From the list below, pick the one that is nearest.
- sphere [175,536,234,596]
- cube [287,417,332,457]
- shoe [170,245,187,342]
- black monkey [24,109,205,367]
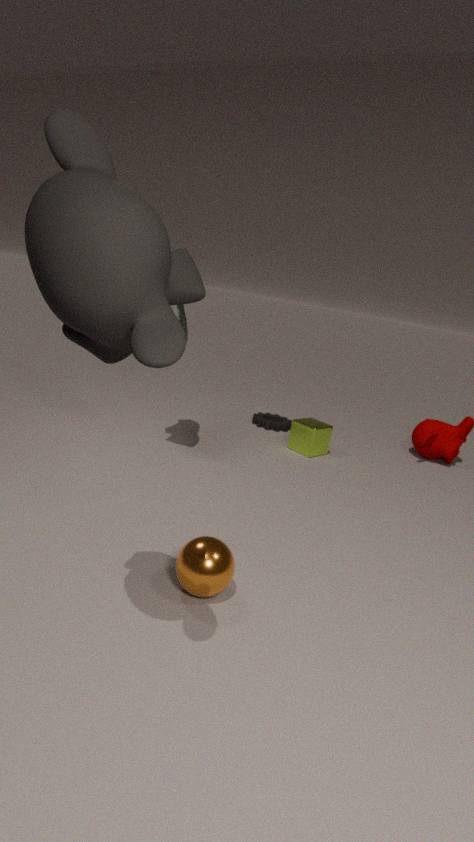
black monkey [24,109,205,367]
